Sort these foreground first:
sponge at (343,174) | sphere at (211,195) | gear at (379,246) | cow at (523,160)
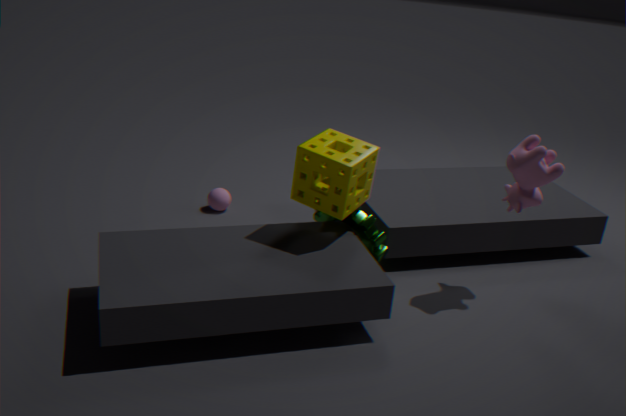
sponge at (343,174) < cow at (523,160) < gear at (379,246) < sphere at (211,195)
